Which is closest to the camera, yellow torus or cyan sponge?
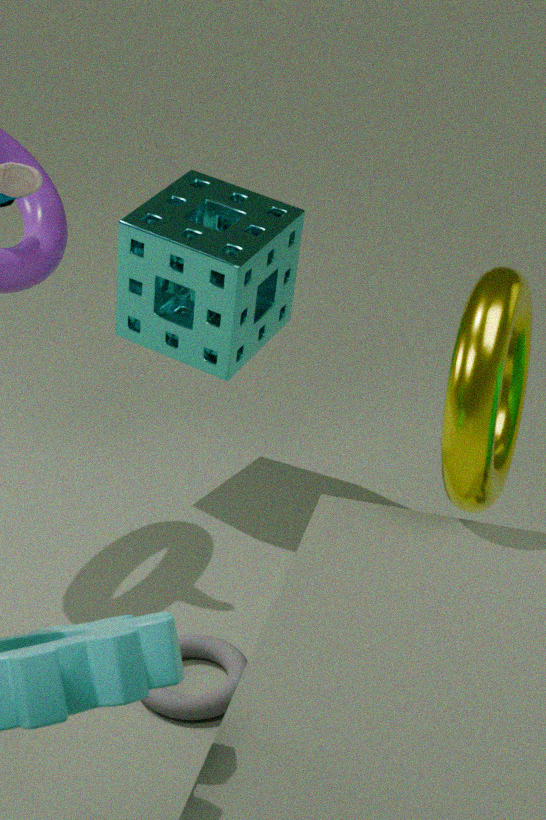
yellow torus
